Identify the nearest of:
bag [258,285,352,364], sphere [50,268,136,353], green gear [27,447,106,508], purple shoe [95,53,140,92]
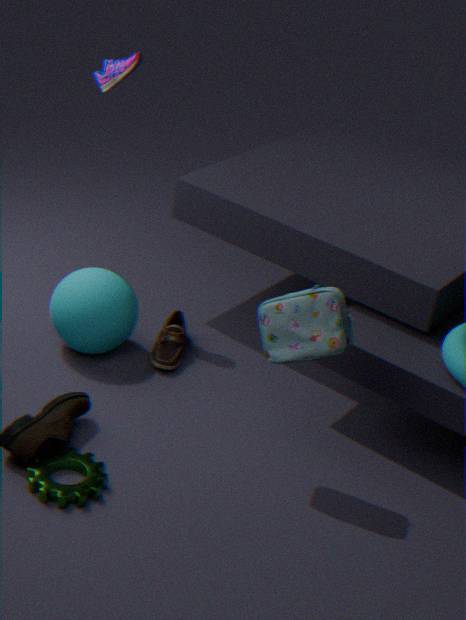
green gear [27,447,106,508]
